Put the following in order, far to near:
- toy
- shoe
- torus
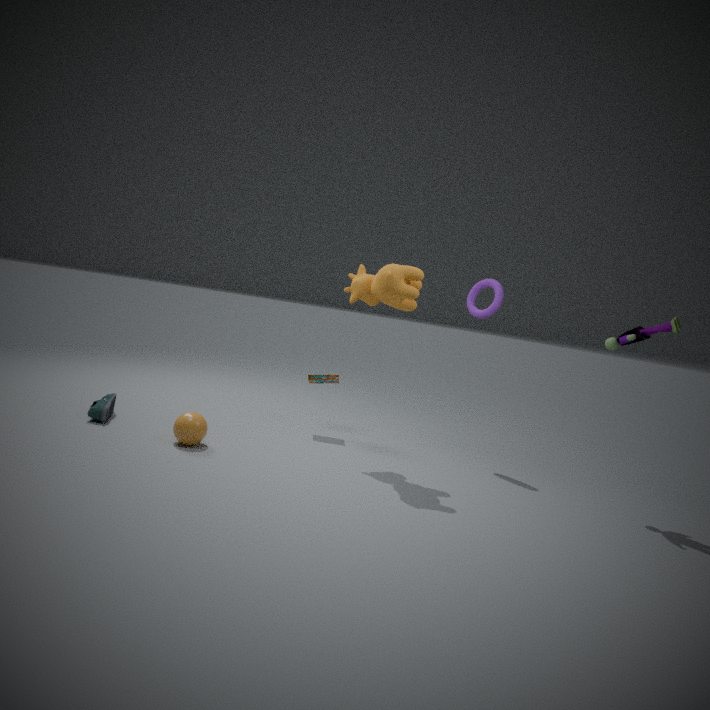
torus
shoe
toy
